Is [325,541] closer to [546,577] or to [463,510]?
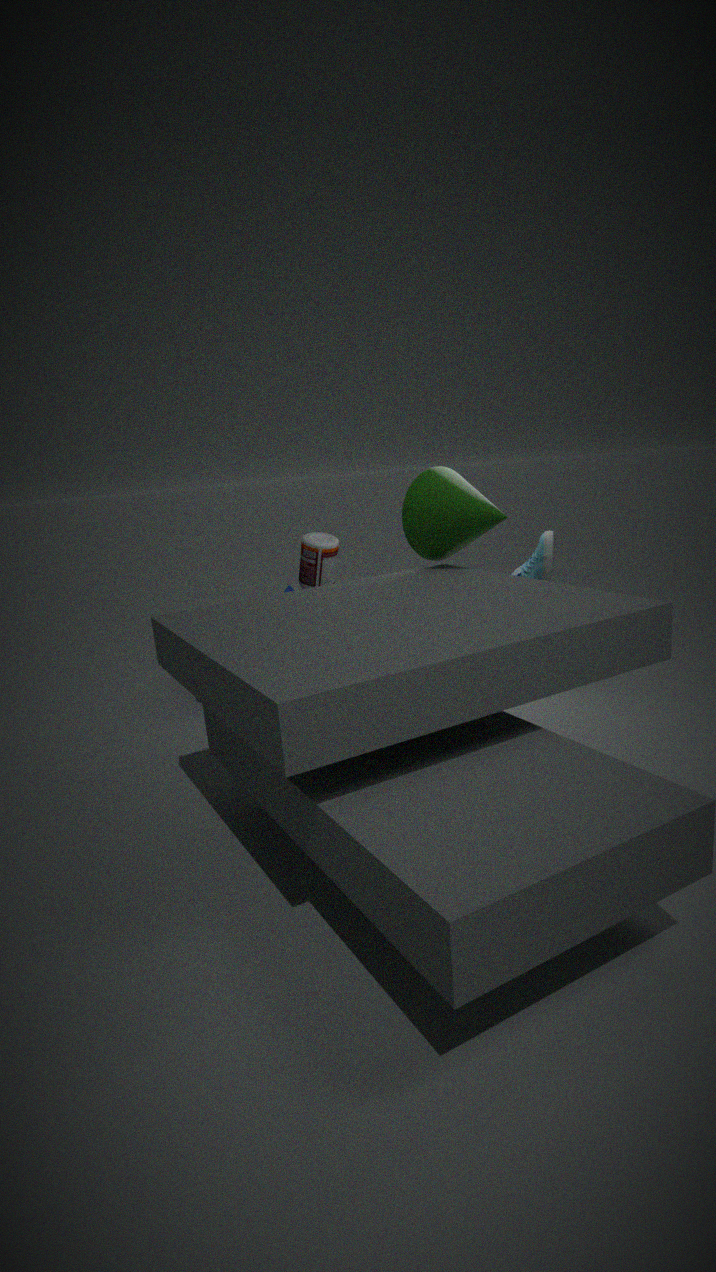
[463,510]
